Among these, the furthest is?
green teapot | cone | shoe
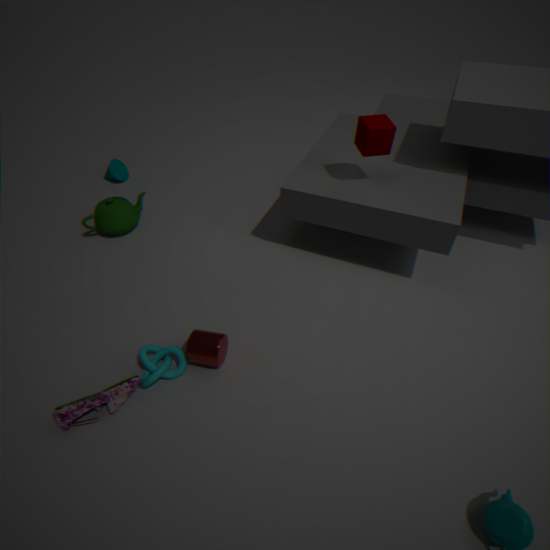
cone
